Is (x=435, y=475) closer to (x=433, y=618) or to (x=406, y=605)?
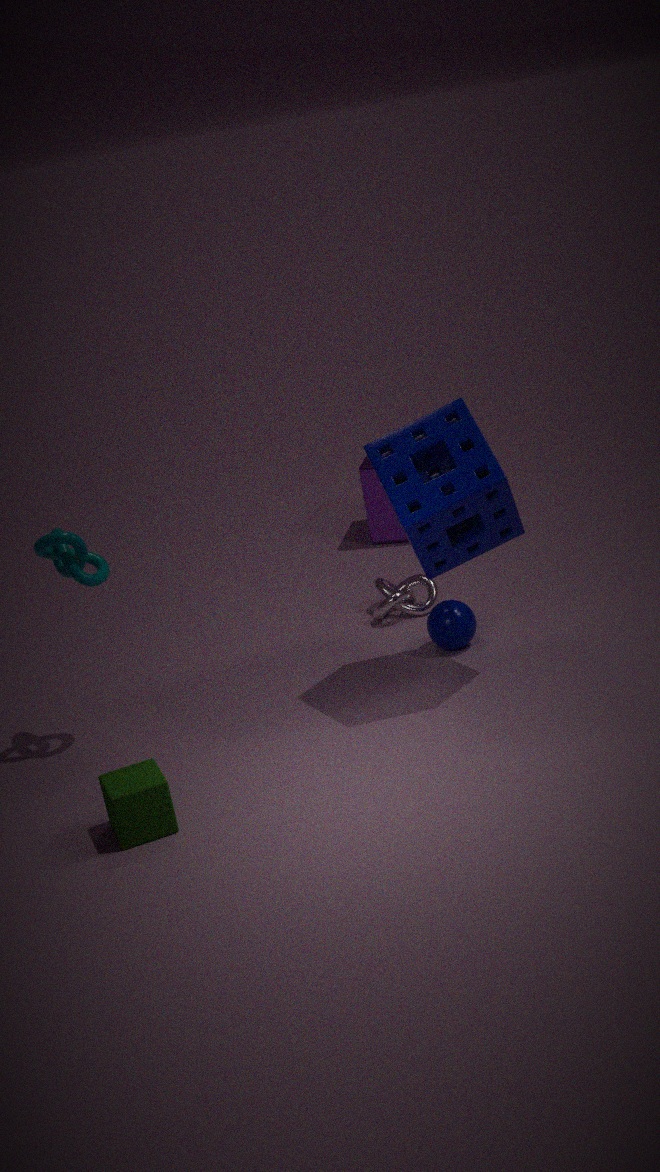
(x=433, y=618)
